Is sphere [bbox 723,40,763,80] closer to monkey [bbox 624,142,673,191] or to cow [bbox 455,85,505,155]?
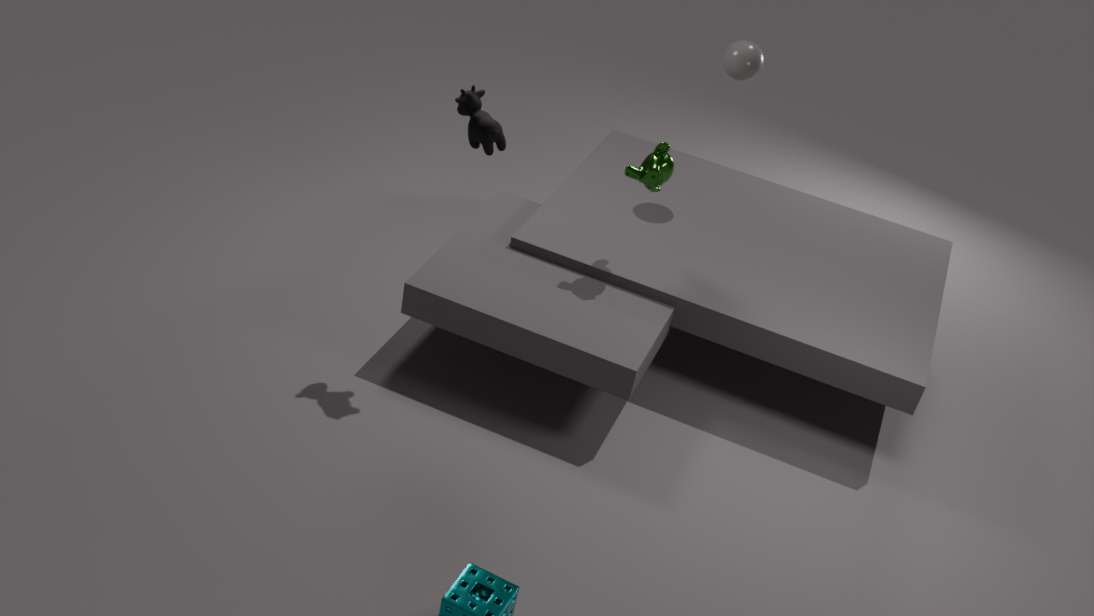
monkey [bbox 624,142,673,191]
